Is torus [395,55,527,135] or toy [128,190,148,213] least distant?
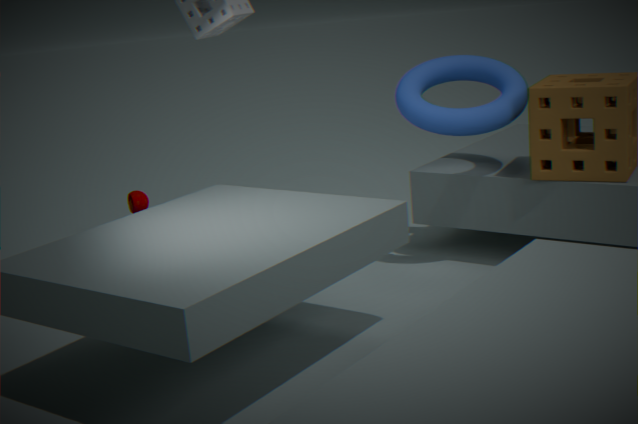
torus [395,55,527,135]
